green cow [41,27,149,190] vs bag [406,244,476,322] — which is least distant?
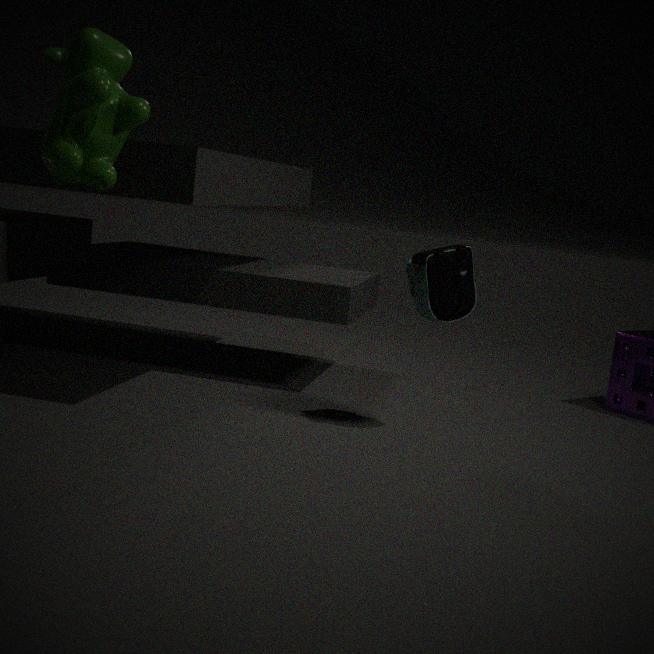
green cow [41,27,149,190]
